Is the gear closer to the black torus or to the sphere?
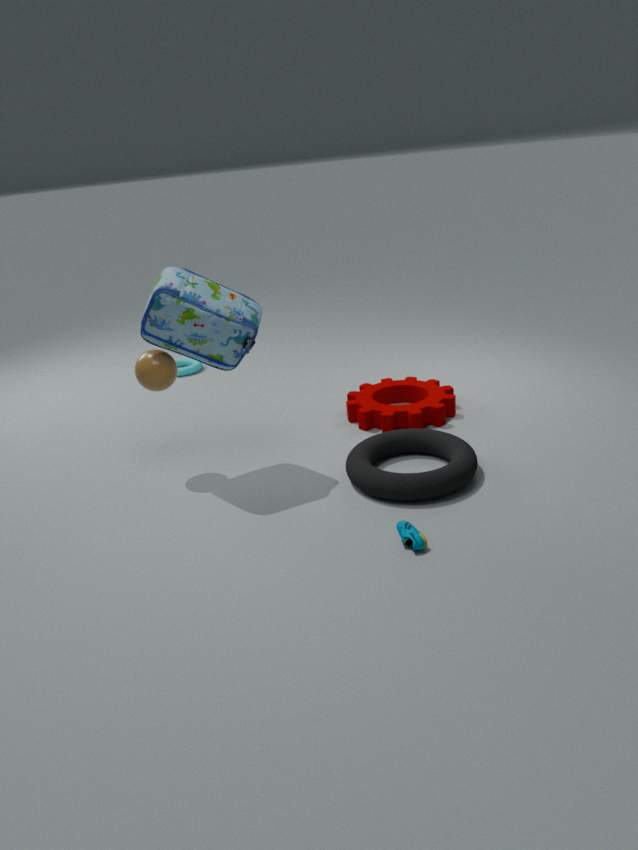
the black torus
